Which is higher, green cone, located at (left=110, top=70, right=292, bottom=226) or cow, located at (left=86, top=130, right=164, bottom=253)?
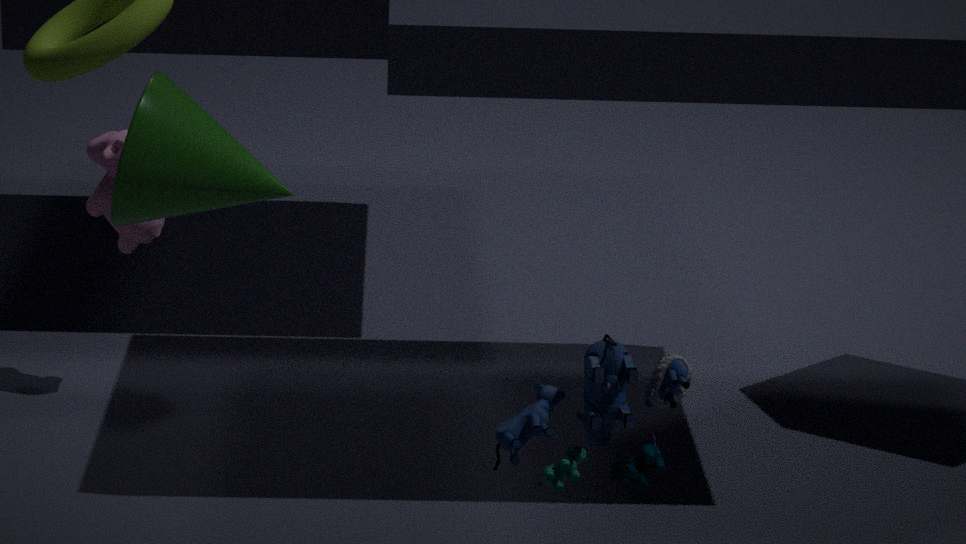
green cone, located at (left=110, top=70, right=292, bottom=226)
